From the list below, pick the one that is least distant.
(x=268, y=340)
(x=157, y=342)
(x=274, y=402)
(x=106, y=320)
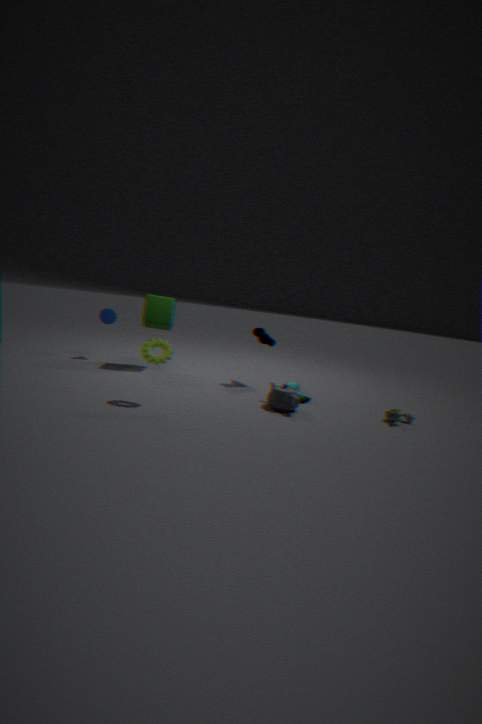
(x=157, y=342)
